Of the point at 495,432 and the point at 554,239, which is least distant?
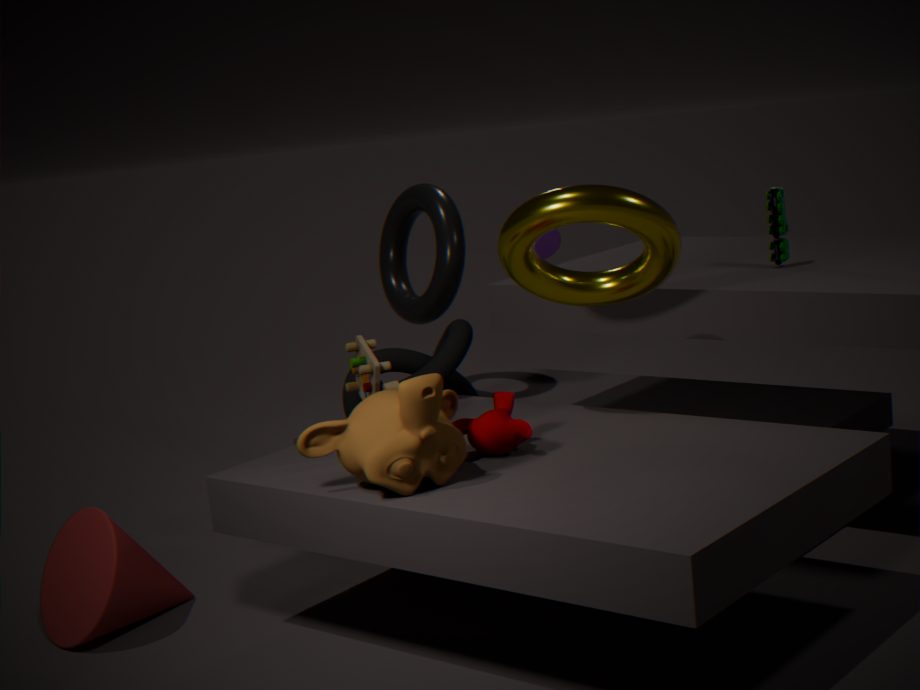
the point at 495,432
